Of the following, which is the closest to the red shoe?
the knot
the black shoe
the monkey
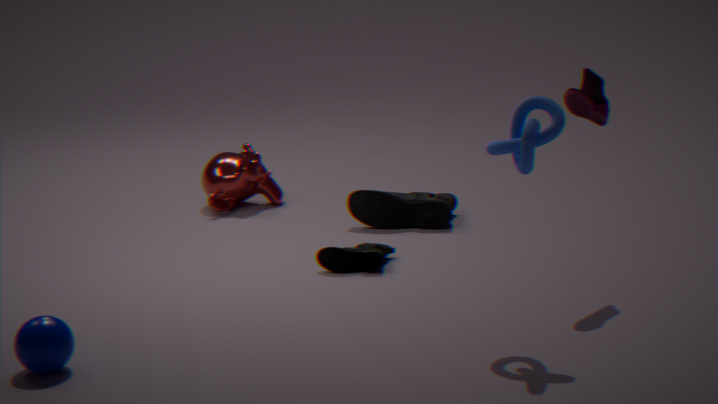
the knot
